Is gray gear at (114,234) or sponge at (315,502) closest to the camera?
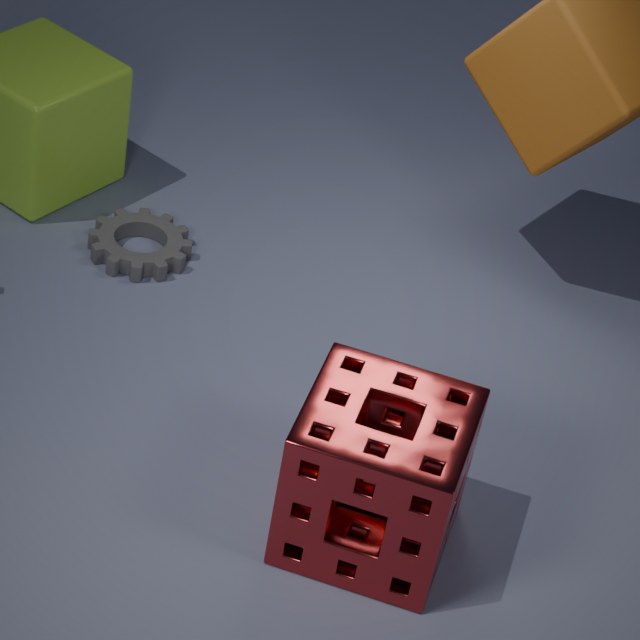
sponge at (315,502)
